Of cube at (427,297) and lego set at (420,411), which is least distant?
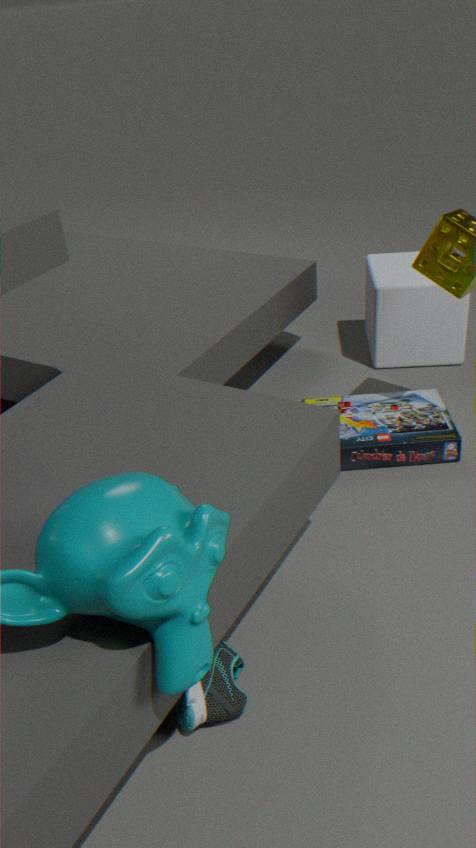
lego set at (420,411)
